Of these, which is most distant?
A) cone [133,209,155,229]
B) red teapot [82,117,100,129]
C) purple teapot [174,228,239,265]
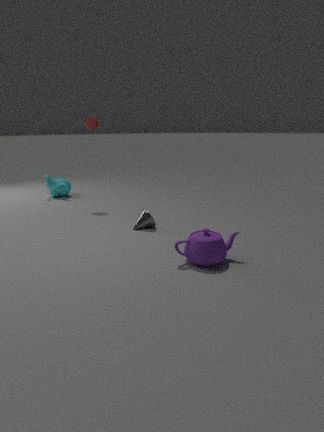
red teapot [82,117,100,129]
